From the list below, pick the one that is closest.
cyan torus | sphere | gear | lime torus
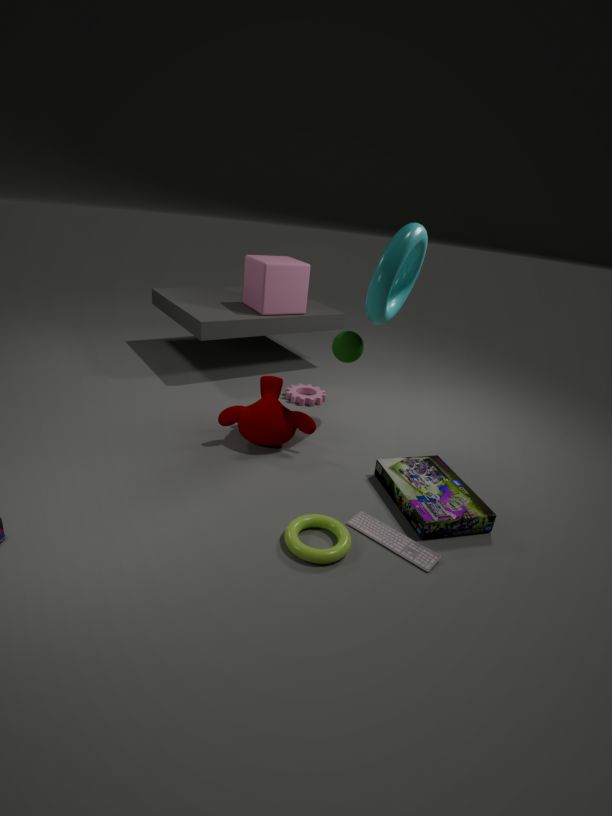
lime torus
